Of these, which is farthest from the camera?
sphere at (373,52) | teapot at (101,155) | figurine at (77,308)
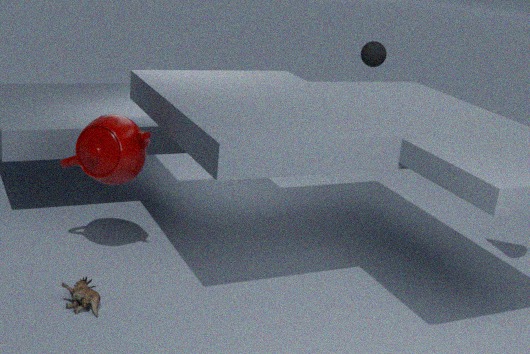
sphere at (373,52)
